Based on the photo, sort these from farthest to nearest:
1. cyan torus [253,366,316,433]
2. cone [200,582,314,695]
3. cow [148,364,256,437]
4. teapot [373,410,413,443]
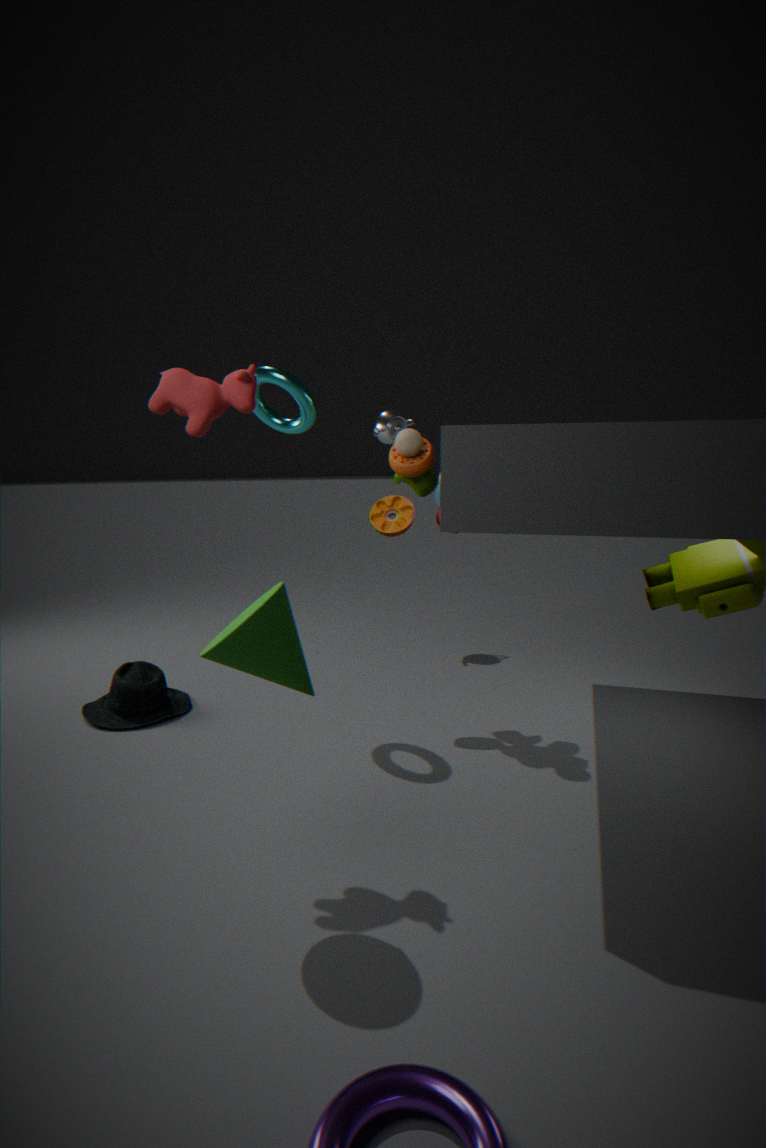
teapot [373,410,413,443], cyan torus [253,366,316,433], cow [148,364,256,437], cone [200,582,314,695]
